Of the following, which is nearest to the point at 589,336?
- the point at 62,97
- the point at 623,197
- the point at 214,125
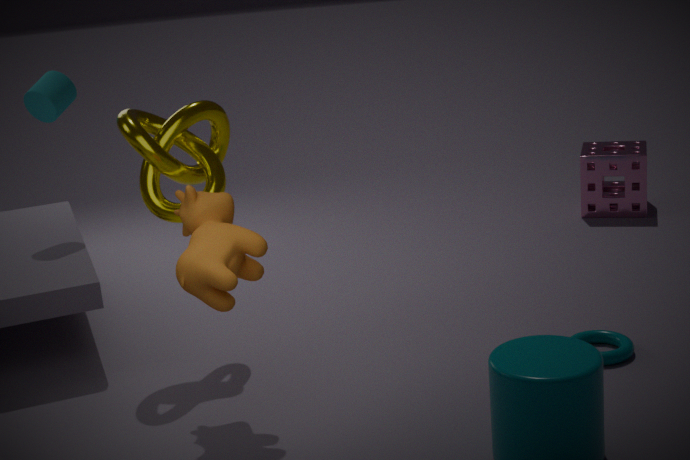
the point at 214,125
